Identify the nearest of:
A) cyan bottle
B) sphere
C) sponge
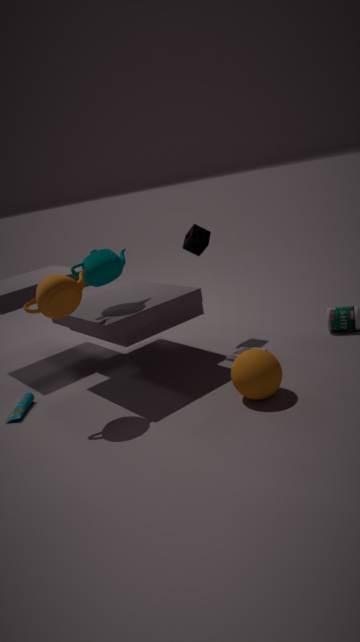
sphere
